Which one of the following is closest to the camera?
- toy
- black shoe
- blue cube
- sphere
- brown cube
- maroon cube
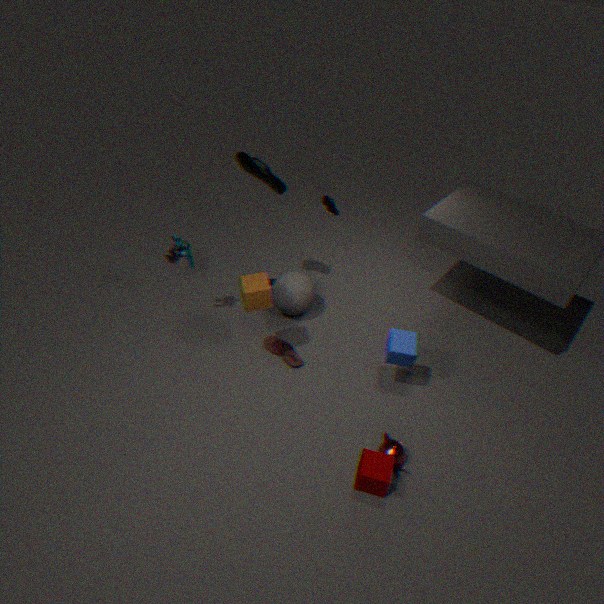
maroon cube
